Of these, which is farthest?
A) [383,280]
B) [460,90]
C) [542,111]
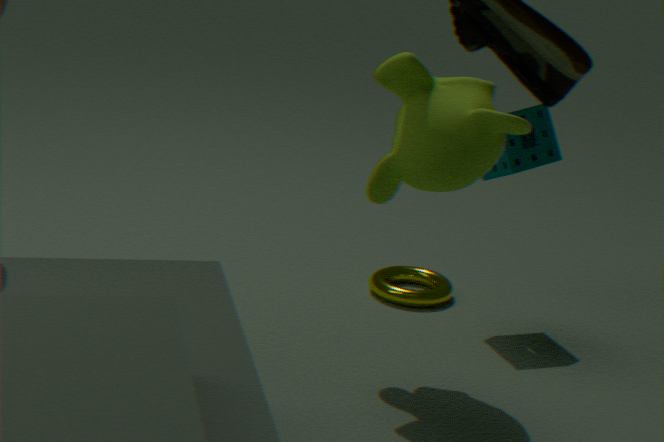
[383,280]
